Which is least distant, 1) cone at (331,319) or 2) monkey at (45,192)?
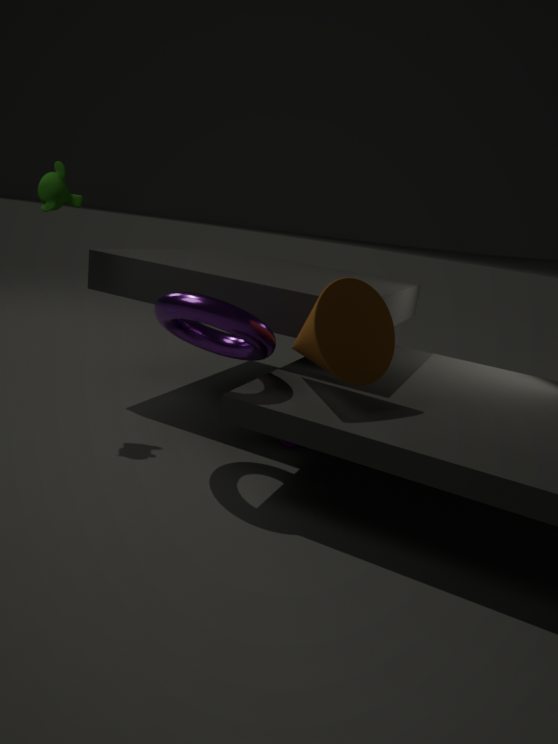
1. cone at (331,319)
